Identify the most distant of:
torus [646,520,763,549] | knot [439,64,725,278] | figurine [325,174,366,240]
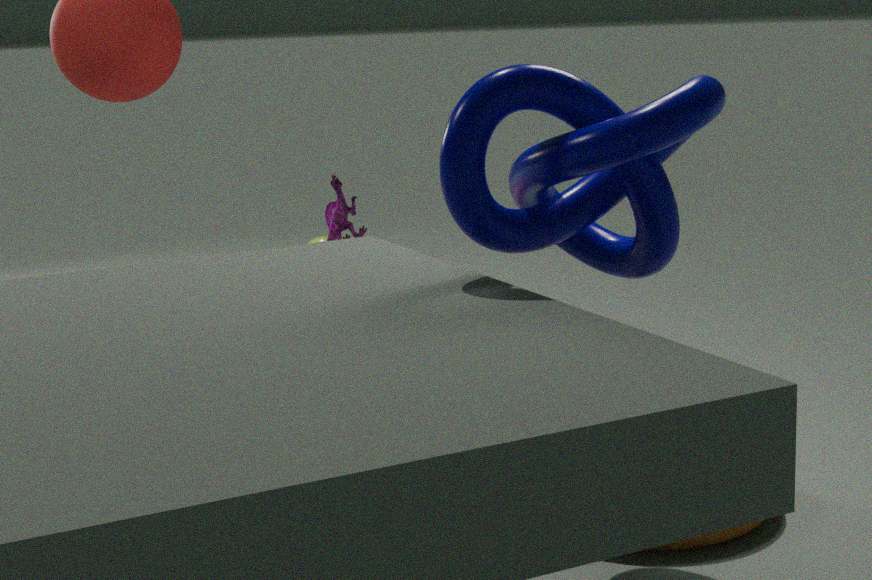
figurine [325,174,366,240]
